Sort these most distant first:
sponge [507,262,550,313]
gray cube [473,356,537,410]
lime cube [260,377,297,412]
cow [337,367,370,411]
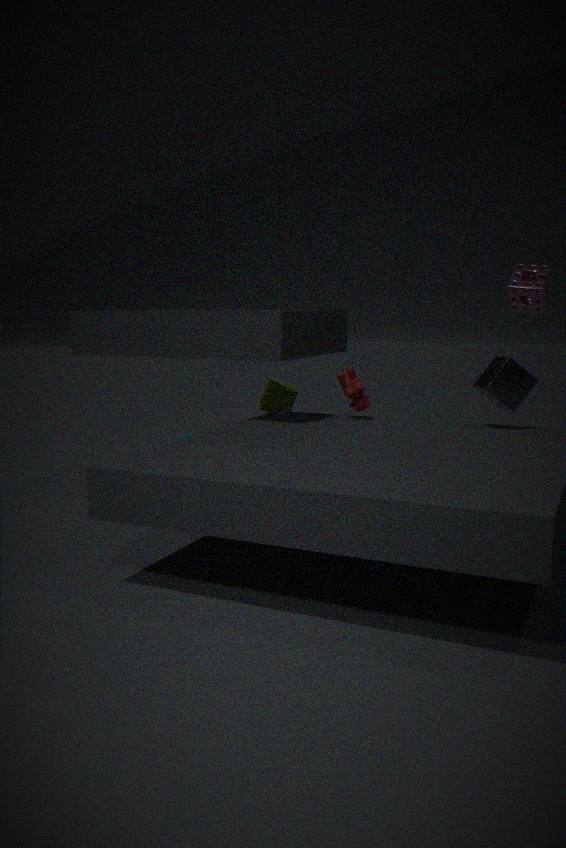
lime cube [260,377,297,412], sponge [507,262,550,313], cow [337,367,370,411], gray cube [473,356,537,410]
